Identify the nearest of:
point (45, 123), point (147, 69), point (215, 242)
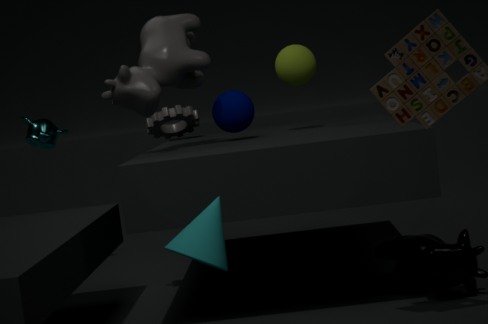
point (215, 242)
